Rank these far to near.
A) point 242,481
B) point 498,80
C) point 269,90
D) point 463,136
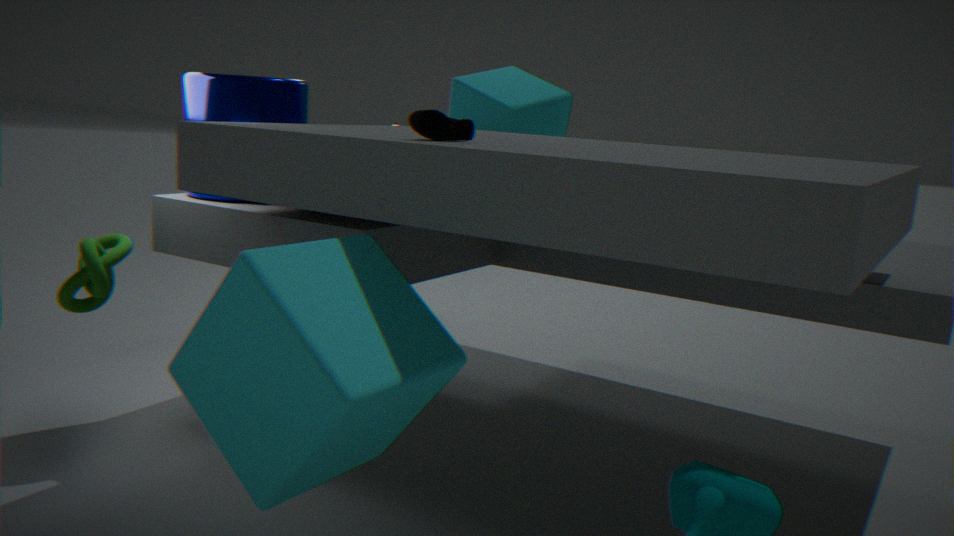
1. point 498,80
2. point 269,90
3. point 463,136
4. point 242,481
